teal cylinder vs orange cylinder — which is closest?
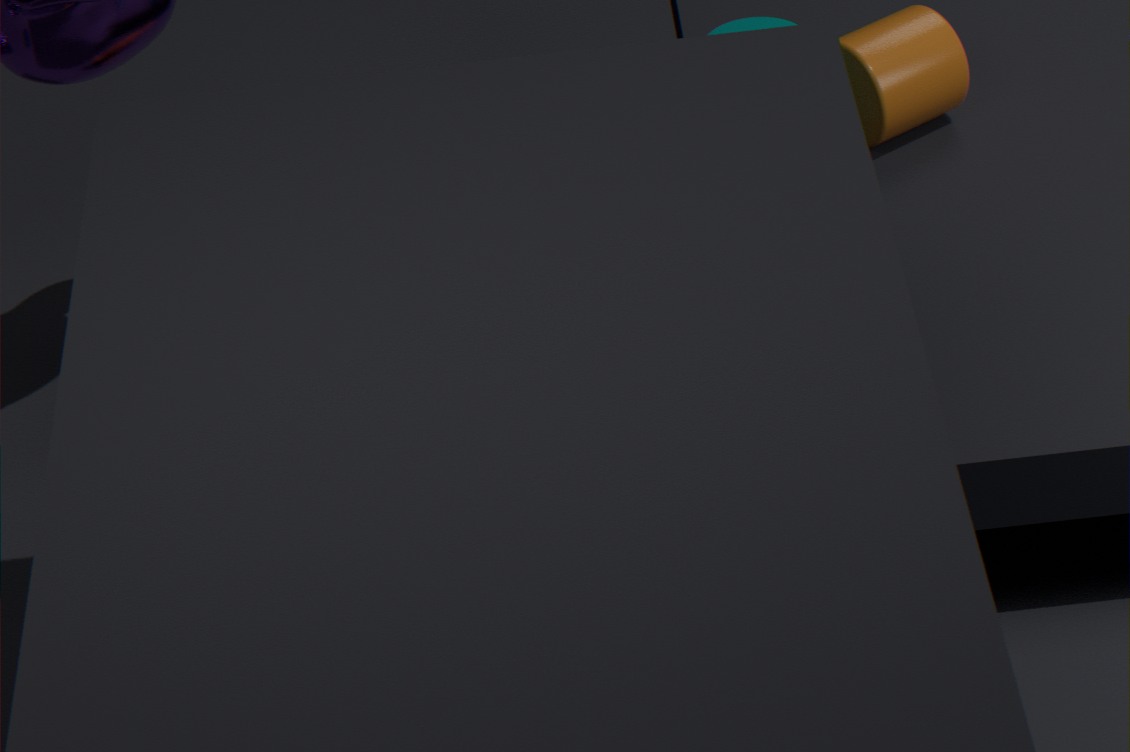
orange cylinder
